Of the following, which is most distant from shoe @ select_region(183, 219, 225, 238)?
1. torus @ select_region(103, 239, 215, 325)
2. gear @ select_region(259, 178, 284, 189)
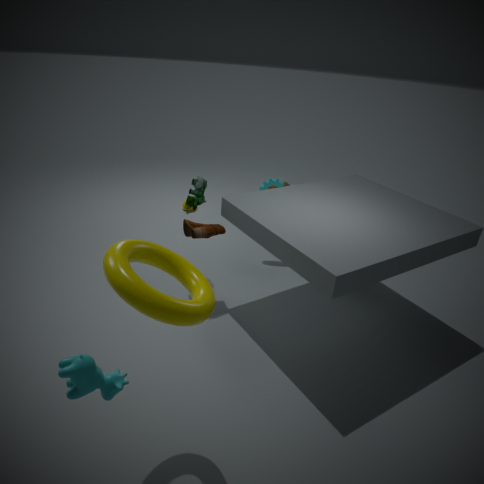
torus @ select_region(103, 239, 215, 325)
